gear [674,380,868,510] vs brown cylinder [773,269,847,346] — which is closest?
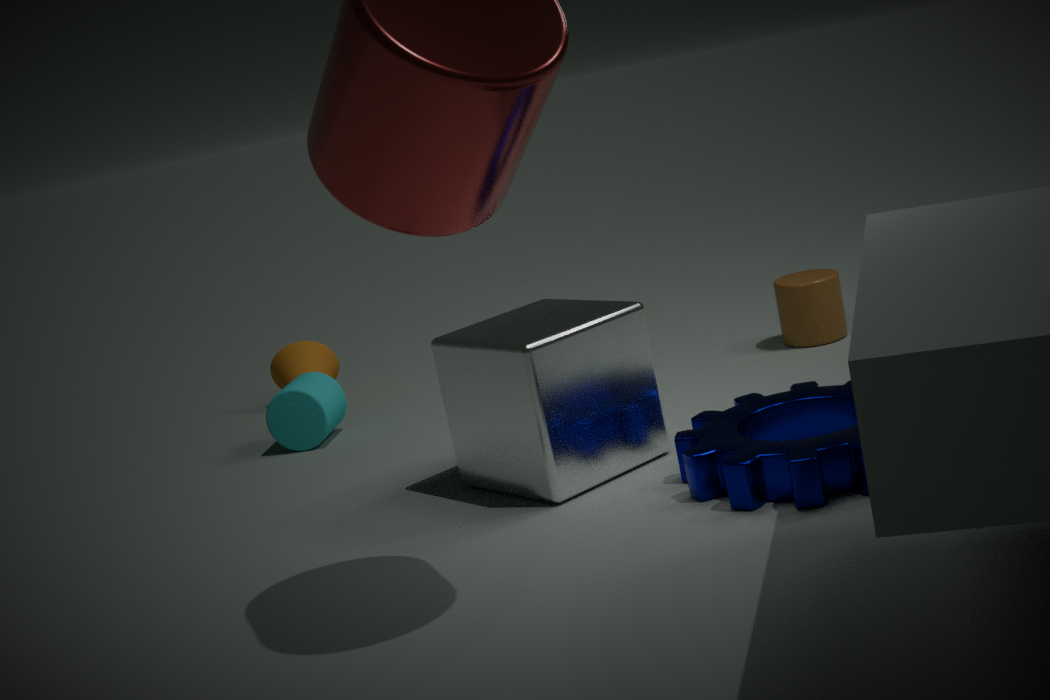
gear [674,380,868,510]
